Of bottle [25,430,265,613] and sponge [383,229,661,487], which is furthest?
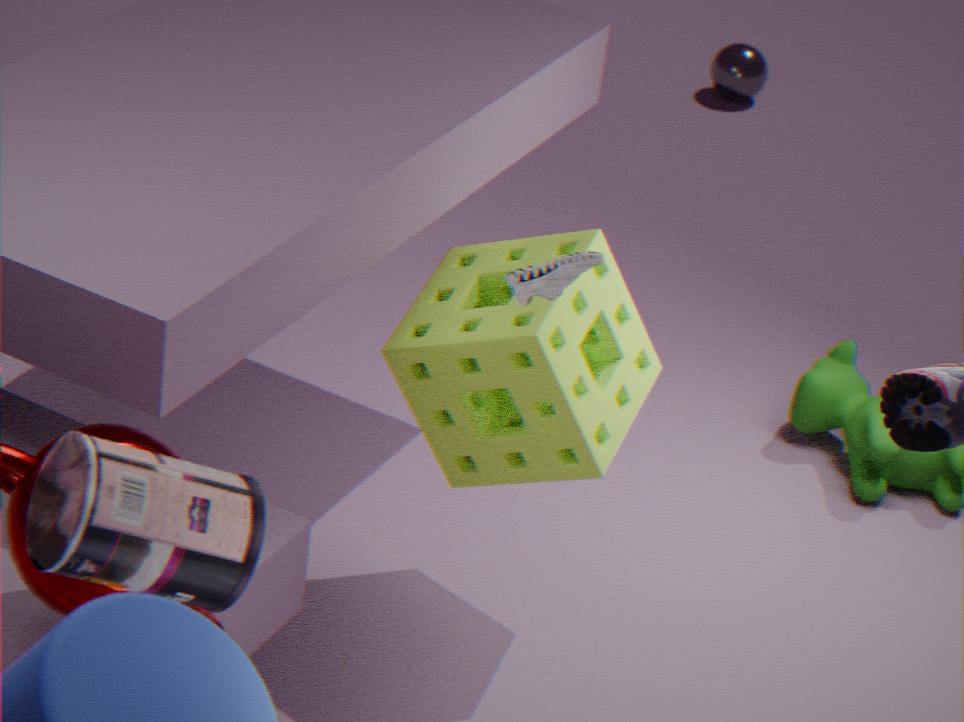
sponge [383,229,661,487]
